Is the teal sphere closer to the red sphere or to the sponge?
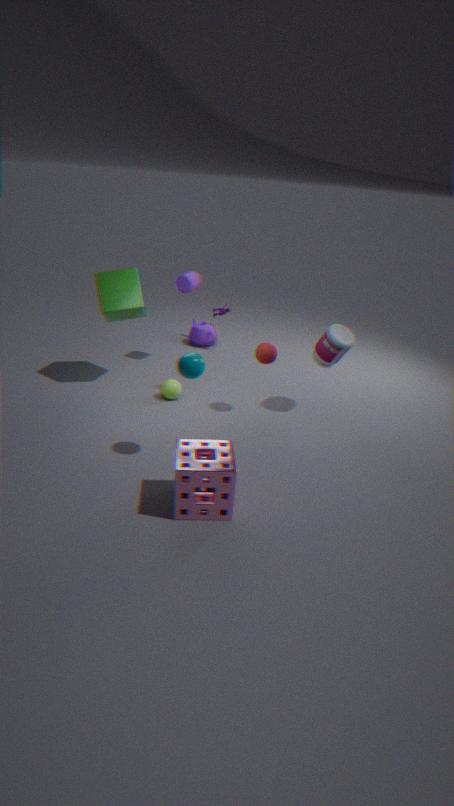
the sponge
